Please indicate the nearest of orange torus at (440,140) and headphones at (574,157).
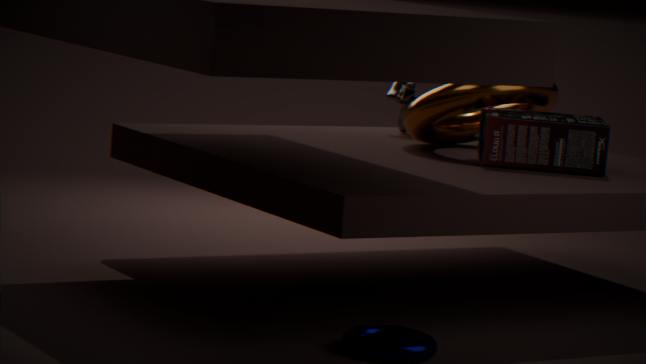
headphones at (574,157)
